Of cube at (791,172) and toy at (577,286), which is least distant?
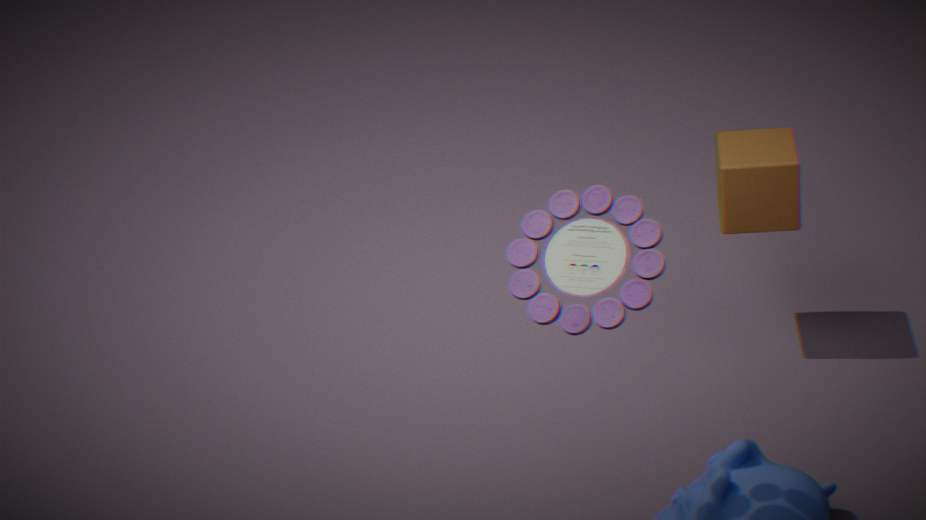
toy at (577,286)
